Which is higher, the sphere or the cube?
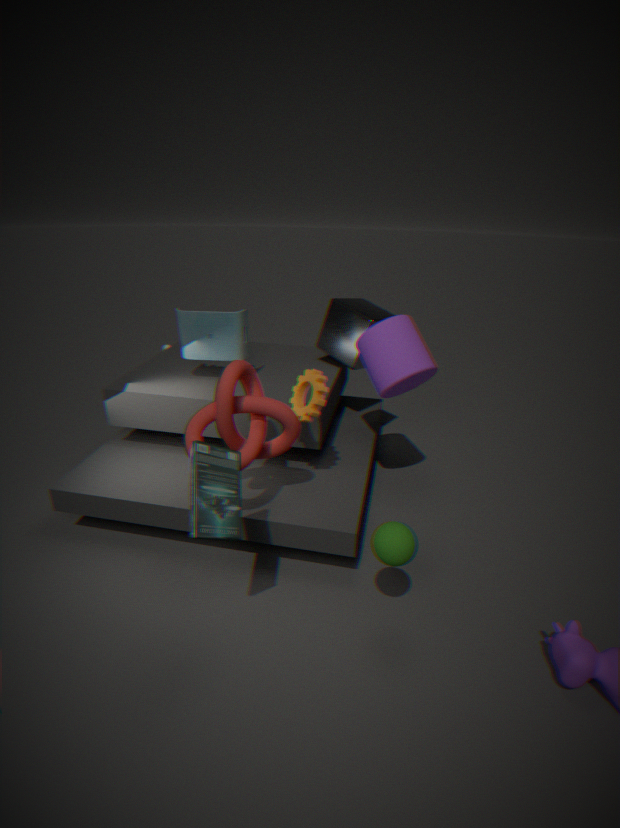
the cube
